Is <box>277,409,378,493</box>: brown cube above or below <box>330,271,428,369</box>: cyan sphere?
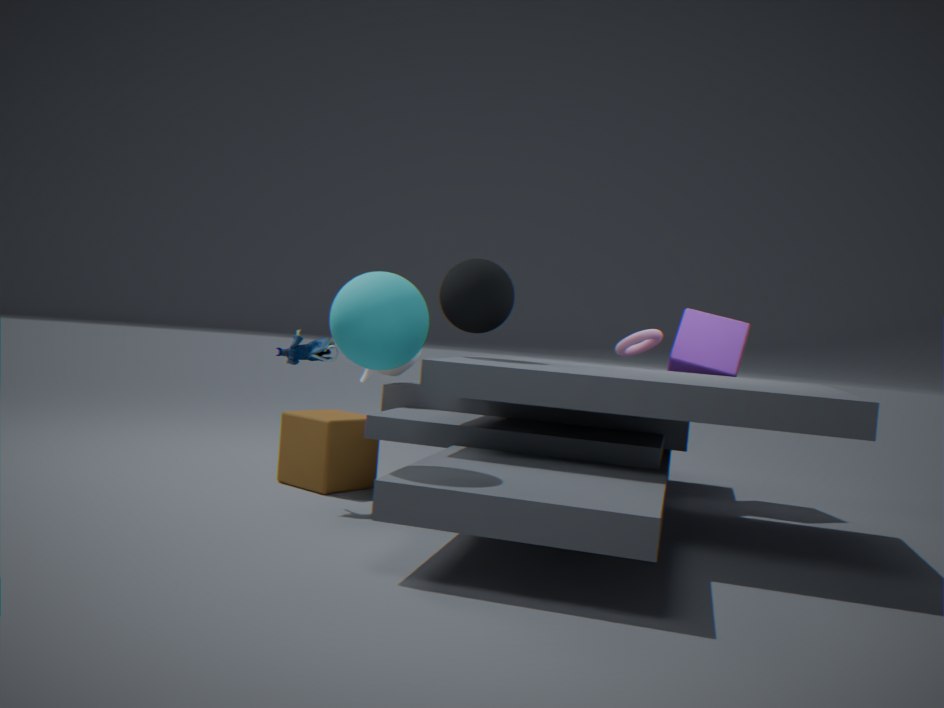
below
